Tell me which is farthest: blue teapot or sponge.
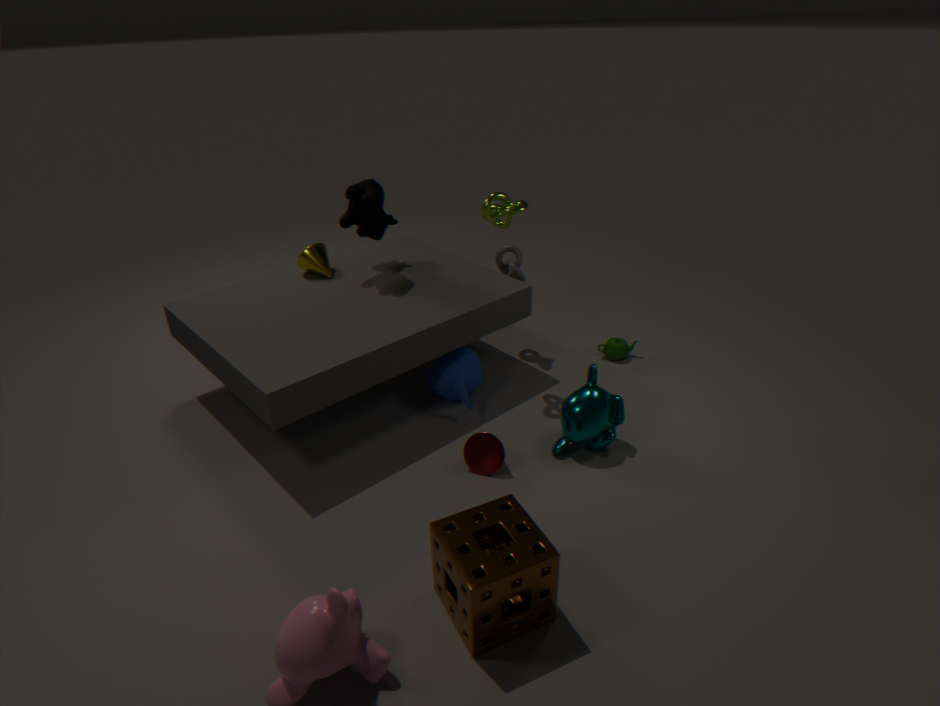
blue teapot
